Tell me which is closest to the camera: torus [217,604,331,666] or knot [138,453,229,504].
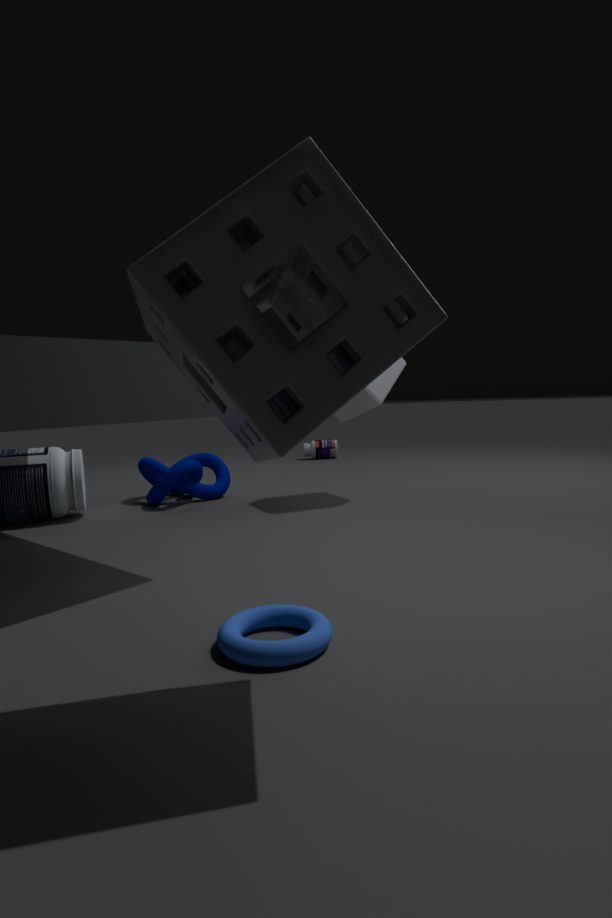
torus [217,604,331,666]
